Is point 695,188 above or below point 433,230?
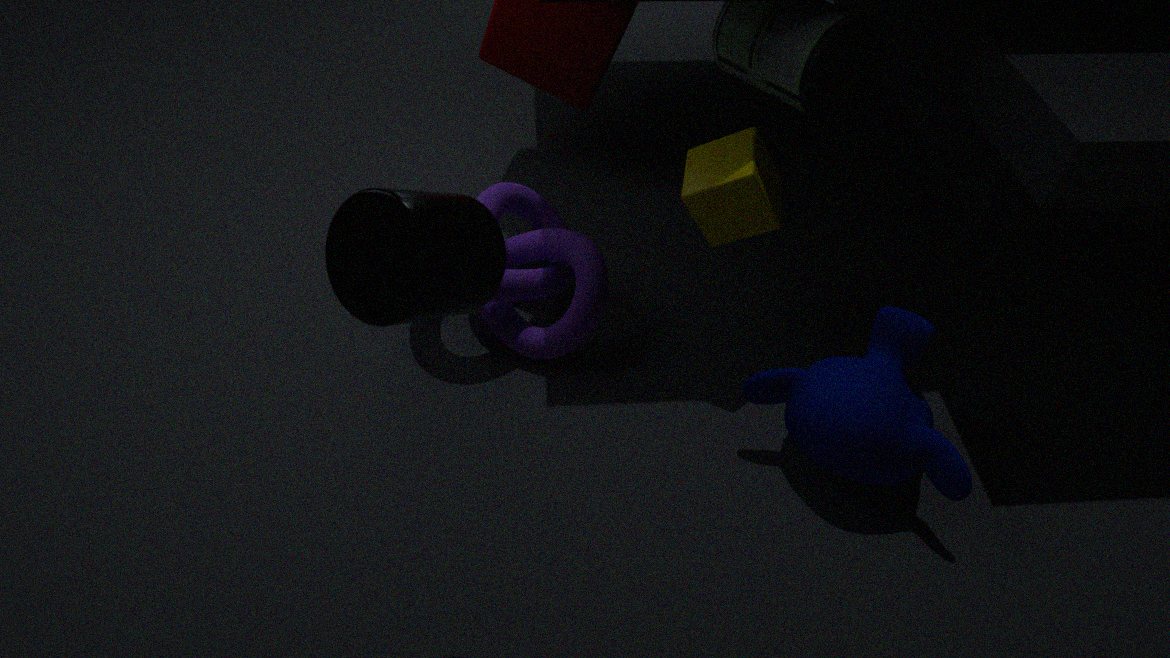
below
